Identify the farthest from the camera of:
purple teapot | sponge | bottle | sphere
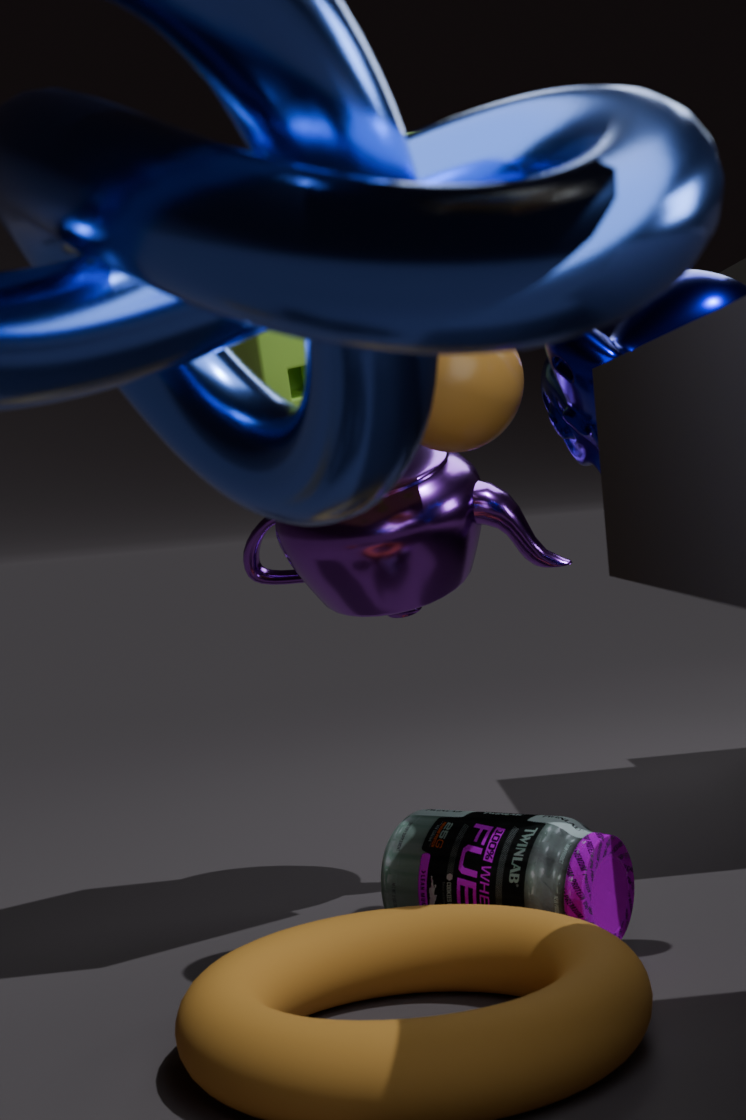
purple teapot
